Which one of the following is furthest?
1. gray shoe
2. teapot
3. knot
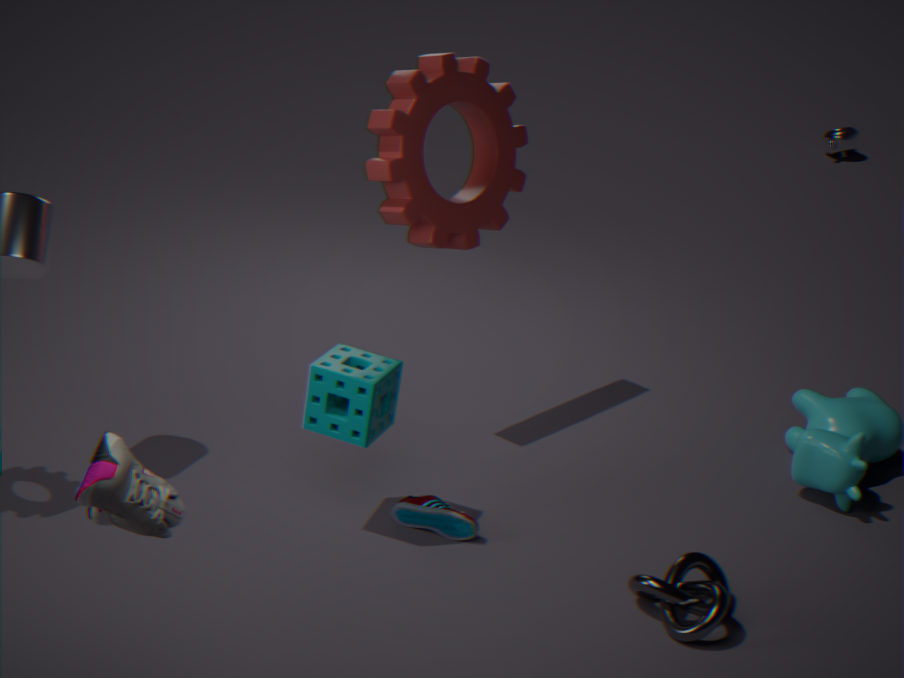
teapot
